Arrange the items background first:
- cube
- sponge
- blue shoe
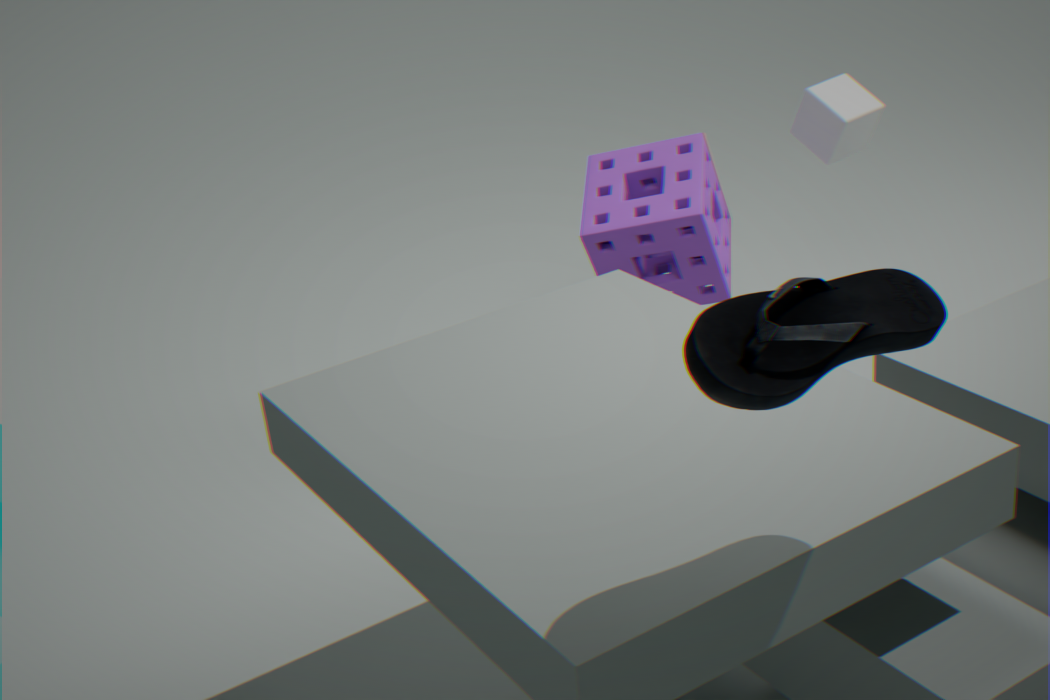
cube < sponge < blue shoe
